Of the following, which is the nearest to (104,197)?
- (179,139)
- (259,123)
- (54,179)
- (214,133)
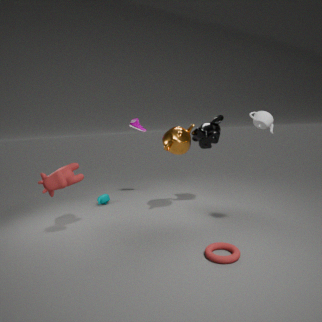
(54,179)
